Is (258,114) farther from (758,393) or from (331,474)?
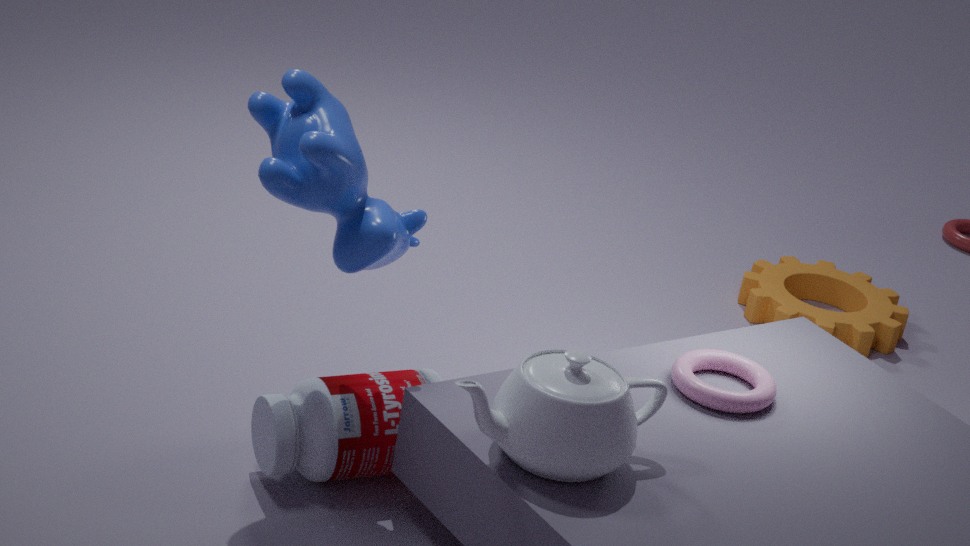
(758,393)
